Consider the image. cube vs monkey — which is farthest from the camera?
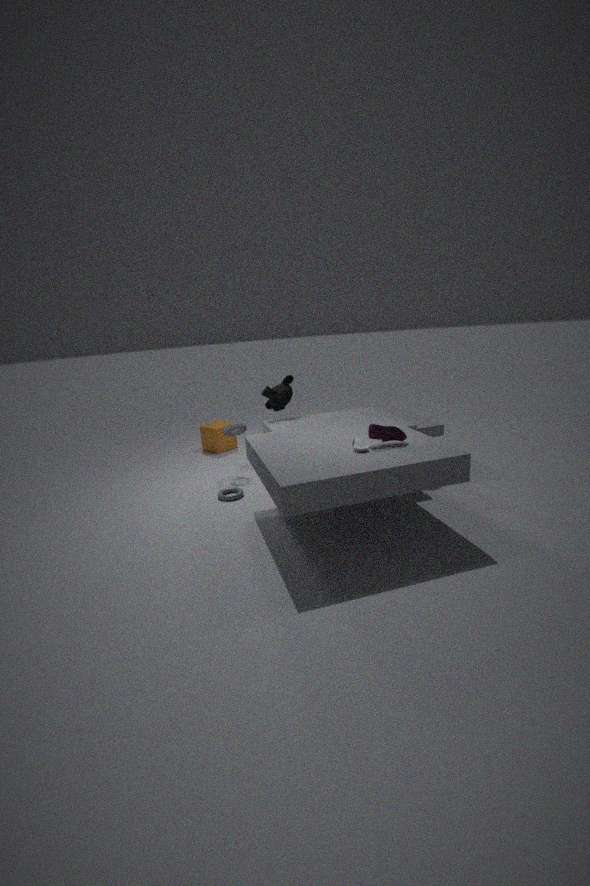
cube
